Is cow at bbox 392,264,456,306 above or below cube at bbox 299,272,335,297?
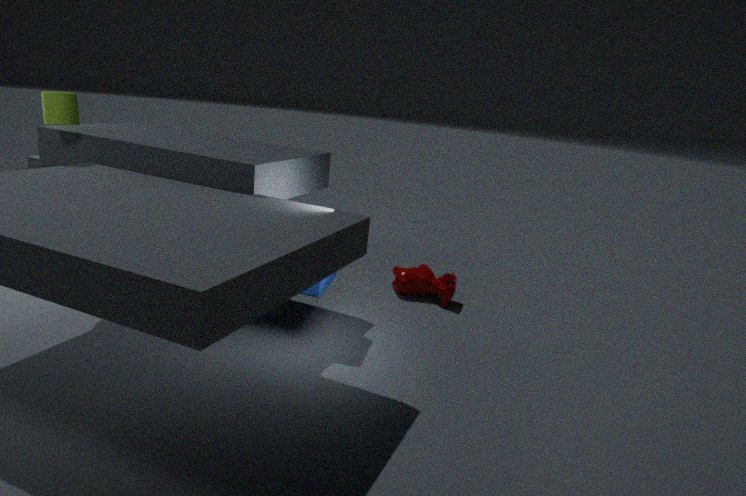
below
